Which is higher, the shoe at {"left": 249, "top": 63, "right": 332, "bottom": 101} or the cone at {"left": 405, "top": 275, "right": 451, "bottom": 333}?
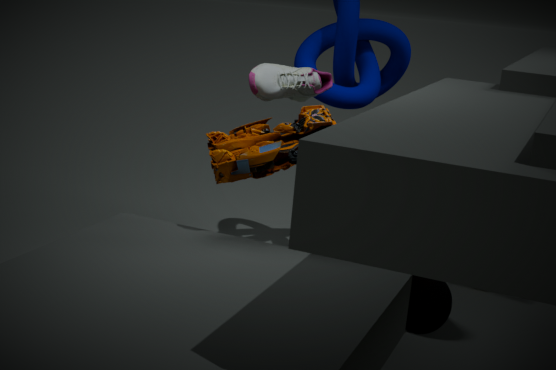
the shoe at {"left": 249, "top": 63, "right": 332, "bottom": 101}
